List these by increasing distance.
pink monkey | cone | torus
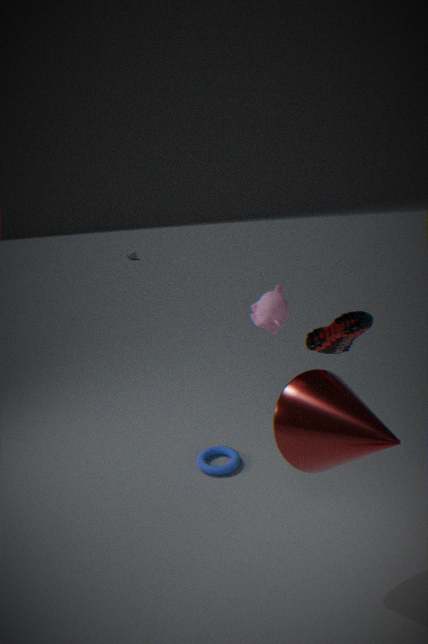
cone → pink monkey → torus
